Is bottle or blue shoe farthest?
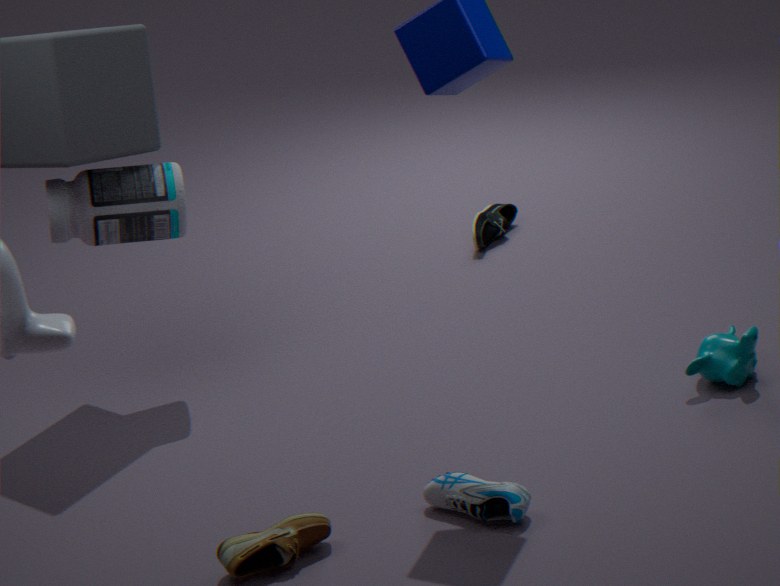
bottle
